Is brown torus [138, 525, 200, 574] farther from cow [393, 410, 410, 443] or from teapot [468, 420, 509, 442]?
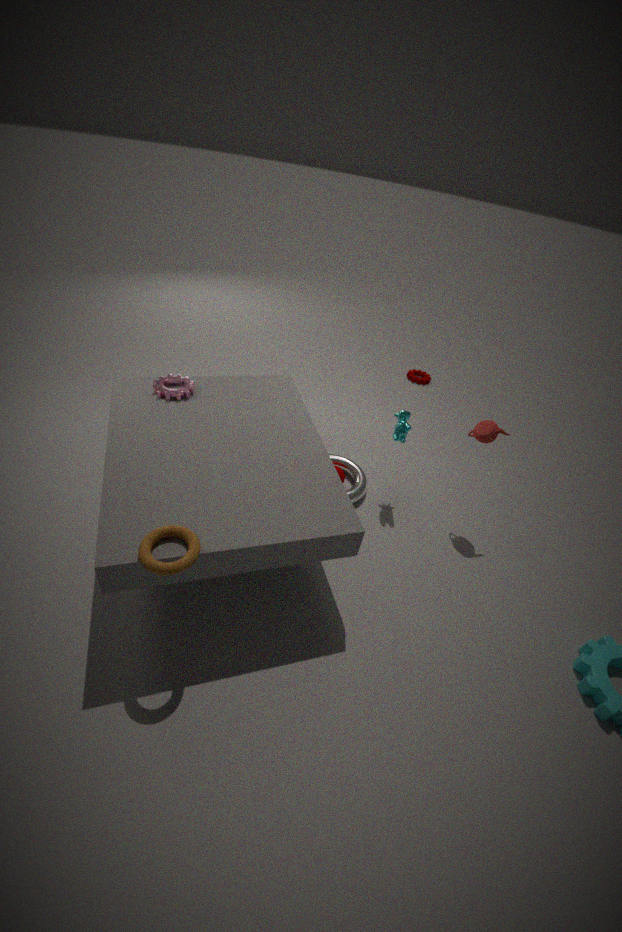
teapot [468, 420, 509, 442]
